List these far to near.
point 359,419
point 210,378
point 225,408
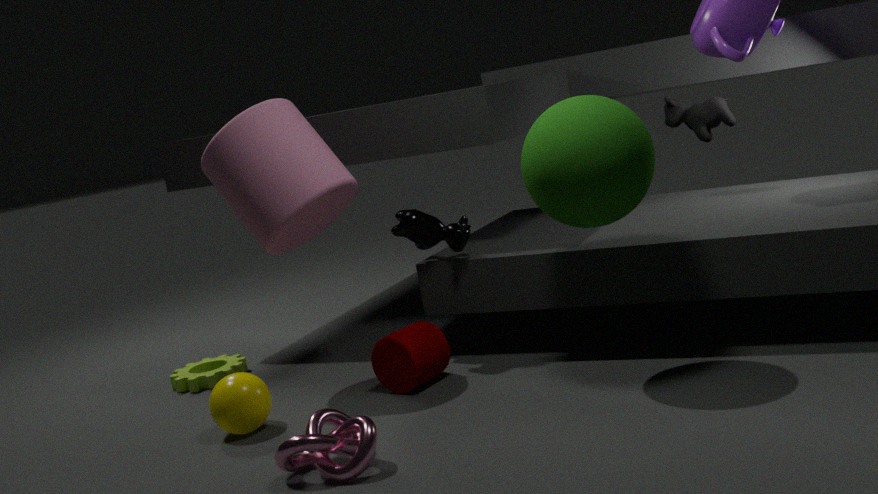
point 210,378 → point 225,408 → point 359,419
